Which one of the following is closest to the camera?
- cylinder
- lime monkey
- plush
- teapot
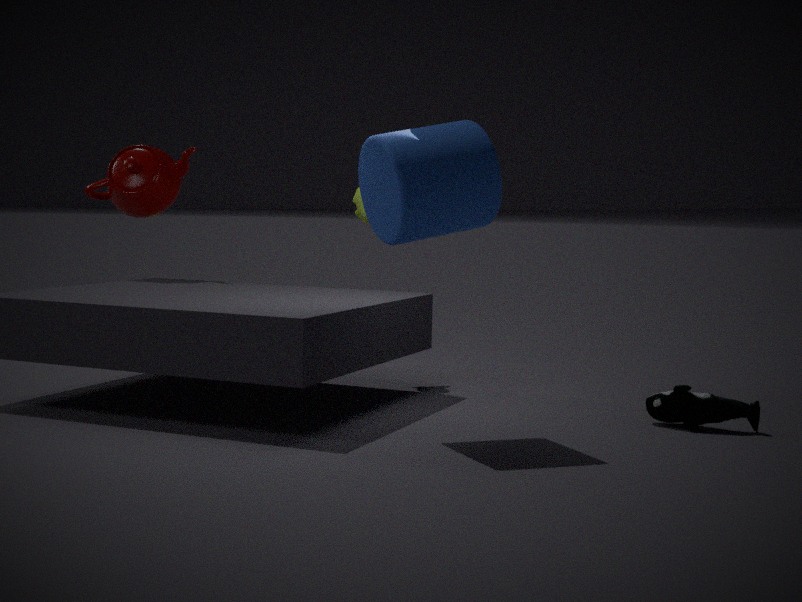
cylinder
